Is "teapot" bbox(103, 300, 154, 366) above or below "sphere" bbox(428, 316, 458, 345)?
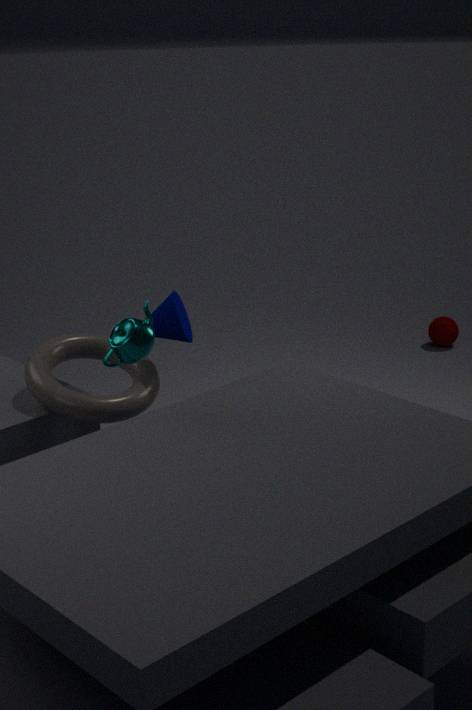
above
